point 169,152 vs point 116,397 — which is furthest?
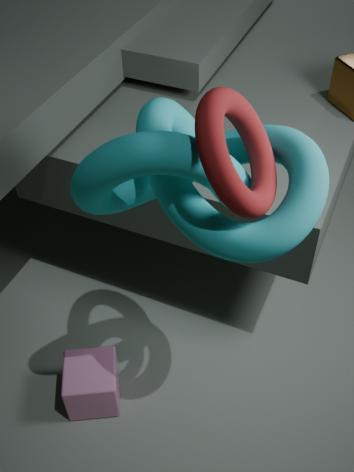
point 116,397
